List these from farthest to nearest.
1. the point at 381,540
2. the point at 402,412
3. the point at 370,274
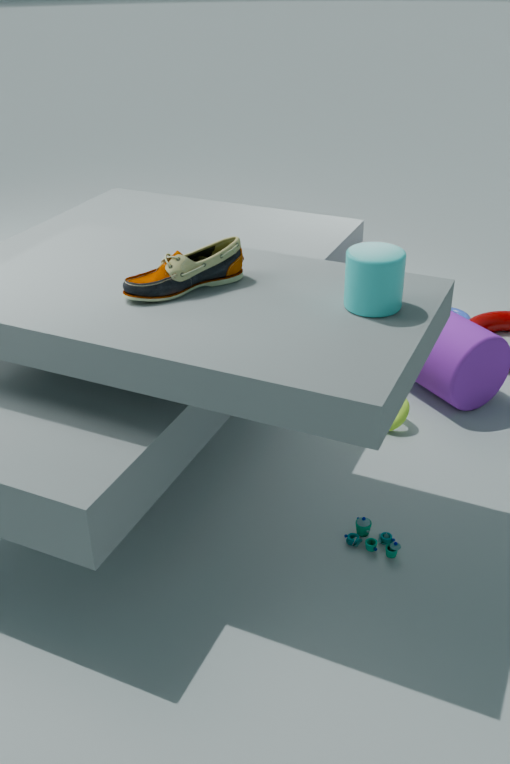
the point at 402,412 < the point at 381,540 < the point at 370,274
